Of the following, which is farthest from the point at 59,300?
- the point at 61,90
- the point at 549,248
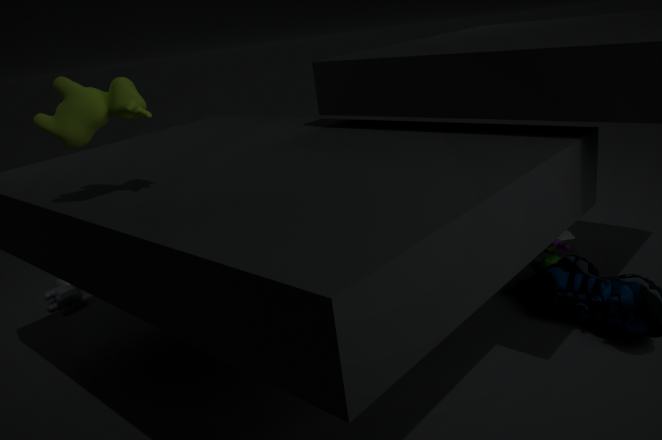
the point at 549,248
